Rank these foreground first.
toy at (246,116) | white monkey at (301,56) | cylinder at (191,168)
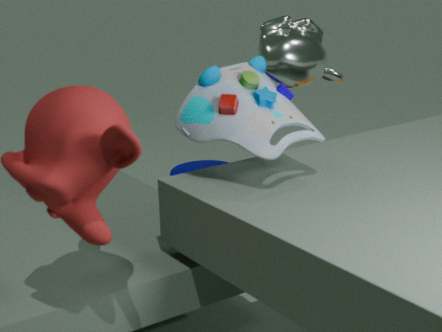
toy at (246,116) → white monkey at (301,56) → cylinder at (191,168)
